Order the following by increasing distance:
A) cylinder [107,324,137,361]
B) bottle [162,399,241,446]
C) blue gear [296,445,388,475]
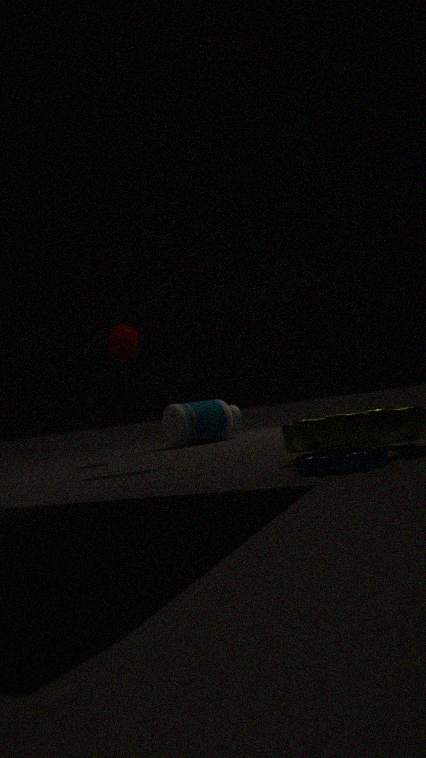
blue gear [296,445,388,475], cylinder [107,324,137,361], bottle [162,399,241,446]
